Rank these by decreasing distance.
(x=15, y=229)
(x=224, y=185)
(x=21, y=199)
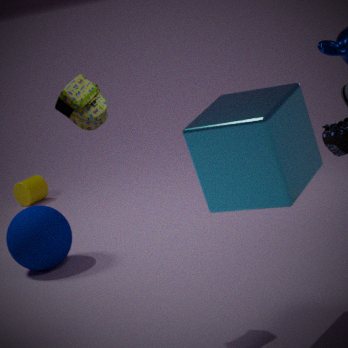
(x=21, y=199), (x=15, y=229), (x=224, y=185)
